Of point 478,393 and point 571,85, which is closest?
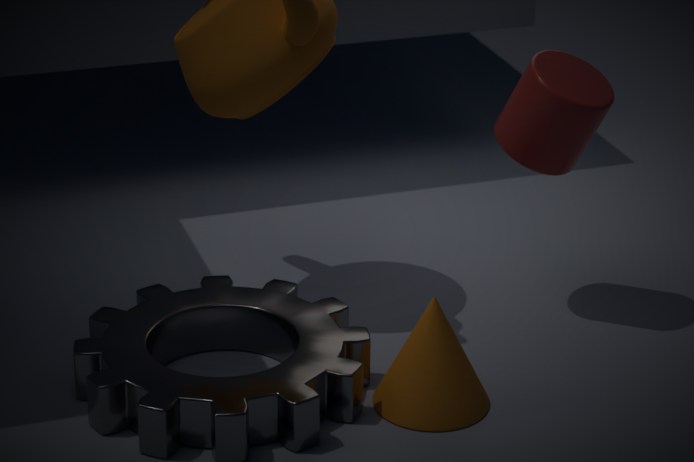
point 478,393
